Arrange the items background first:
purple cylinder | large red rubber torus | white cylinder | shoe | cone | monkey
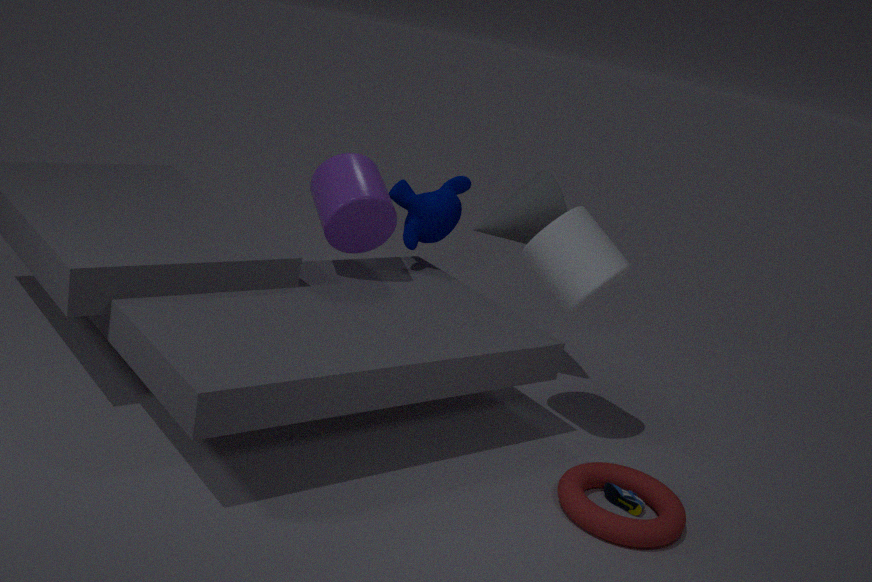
1. monkey
2. cone
3. purple cylinder
4. white cylinder
5. shoe
6. large red rubber torus
